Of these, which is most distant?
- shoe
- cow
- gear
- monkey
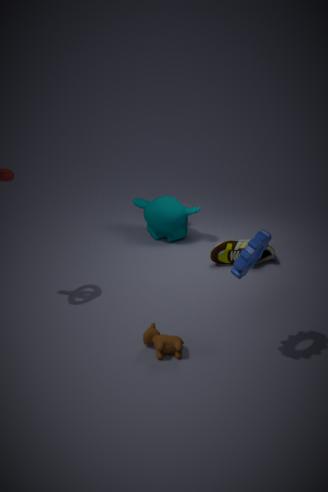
monkey
